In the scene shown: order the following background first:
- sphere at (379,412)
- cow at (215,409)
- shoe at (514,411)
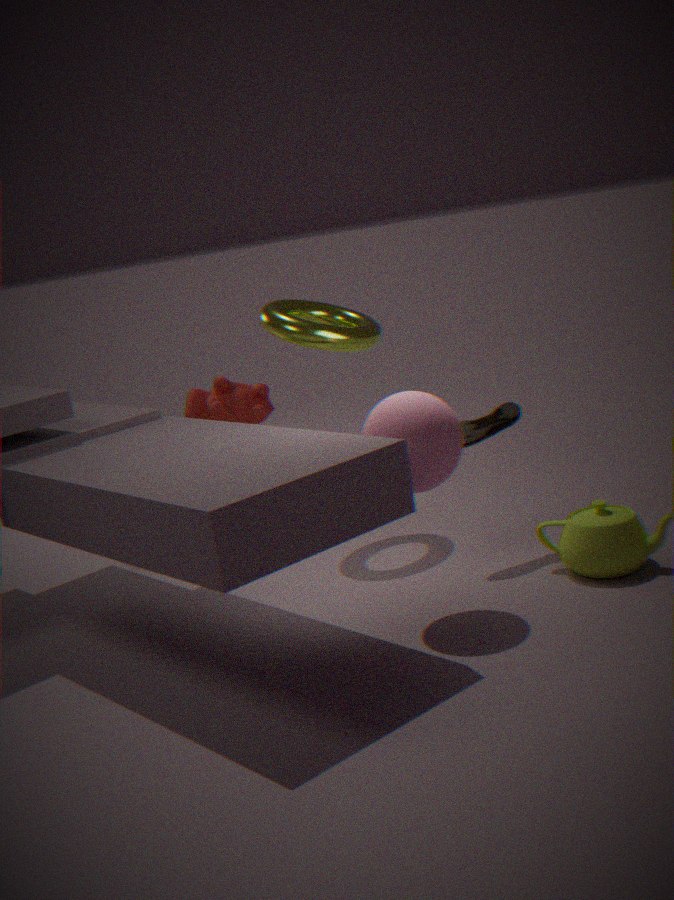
cow at (215,409)
shoe at (514,411)
sphere at (379,412)
